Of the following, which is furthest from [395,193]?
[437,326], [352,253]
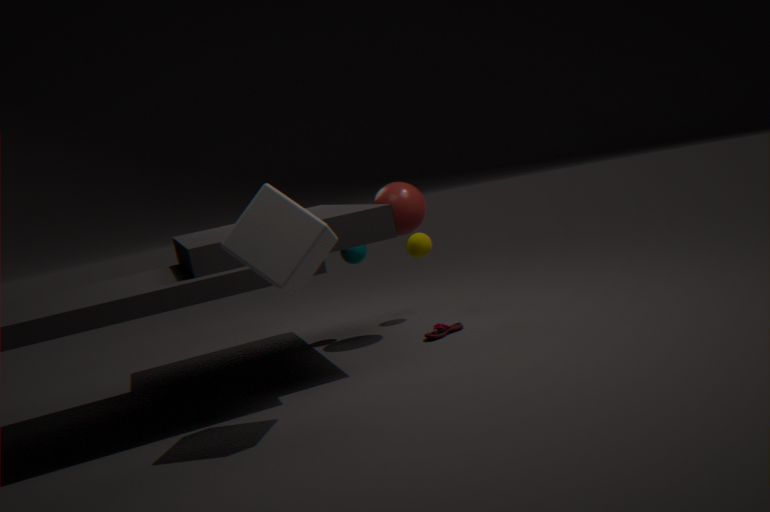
[437,326]
